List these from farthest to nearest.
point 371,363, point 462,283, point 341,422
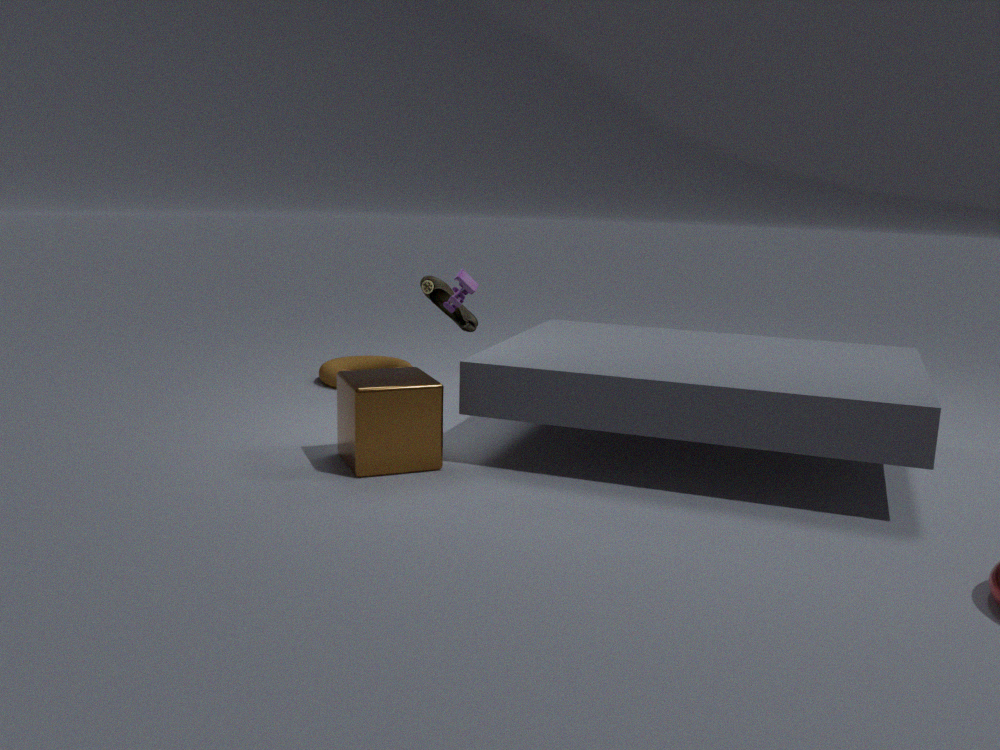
point 371,363, point 462,283, point 341,422
